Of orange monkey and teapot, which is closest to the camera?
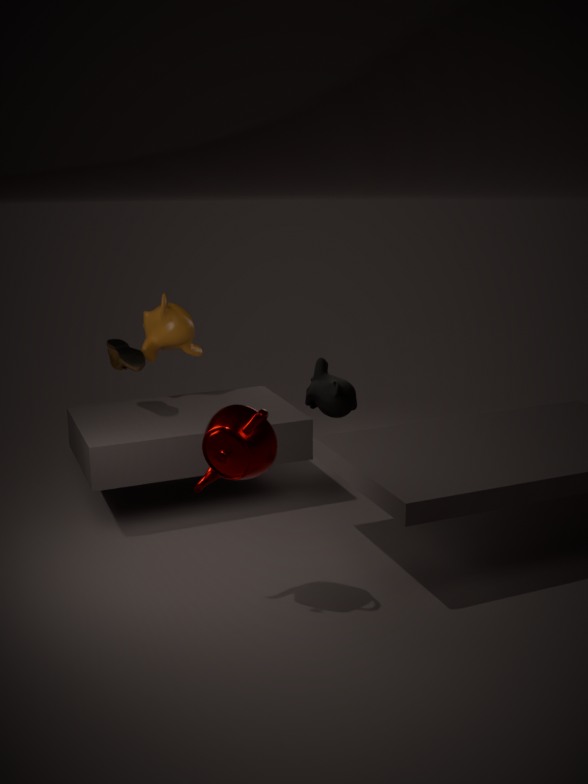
teapot
